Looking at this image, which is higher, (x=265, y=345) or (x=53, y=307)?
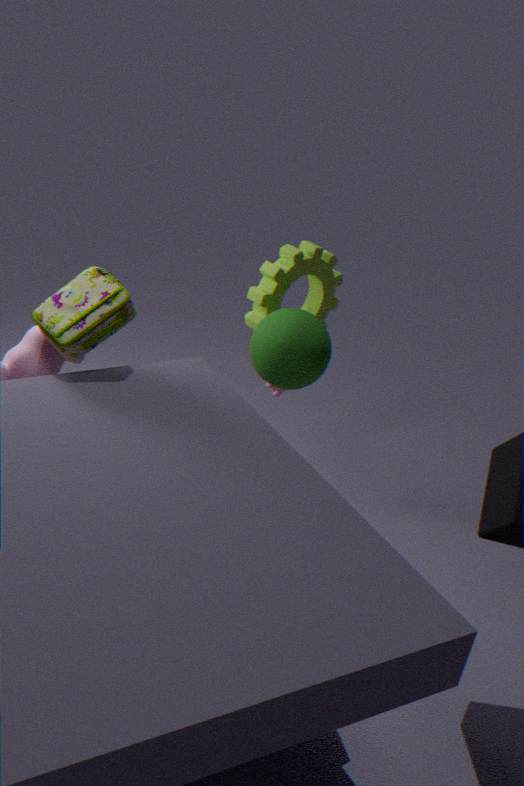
(x=53, y=307)
